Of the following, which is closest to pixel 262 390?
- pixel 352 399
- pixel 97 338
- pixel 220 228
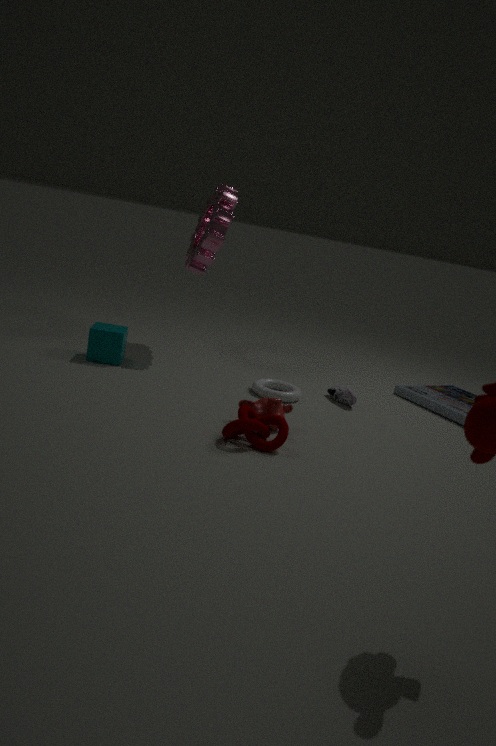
pixel 352 399
